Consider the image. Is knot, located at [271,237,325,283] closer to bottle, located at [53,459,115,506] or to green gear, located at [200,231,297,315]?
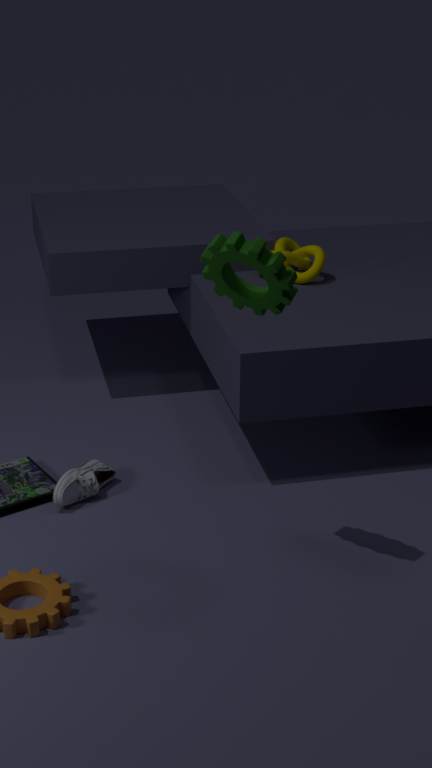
bottle, located at [53,459,115,506]
